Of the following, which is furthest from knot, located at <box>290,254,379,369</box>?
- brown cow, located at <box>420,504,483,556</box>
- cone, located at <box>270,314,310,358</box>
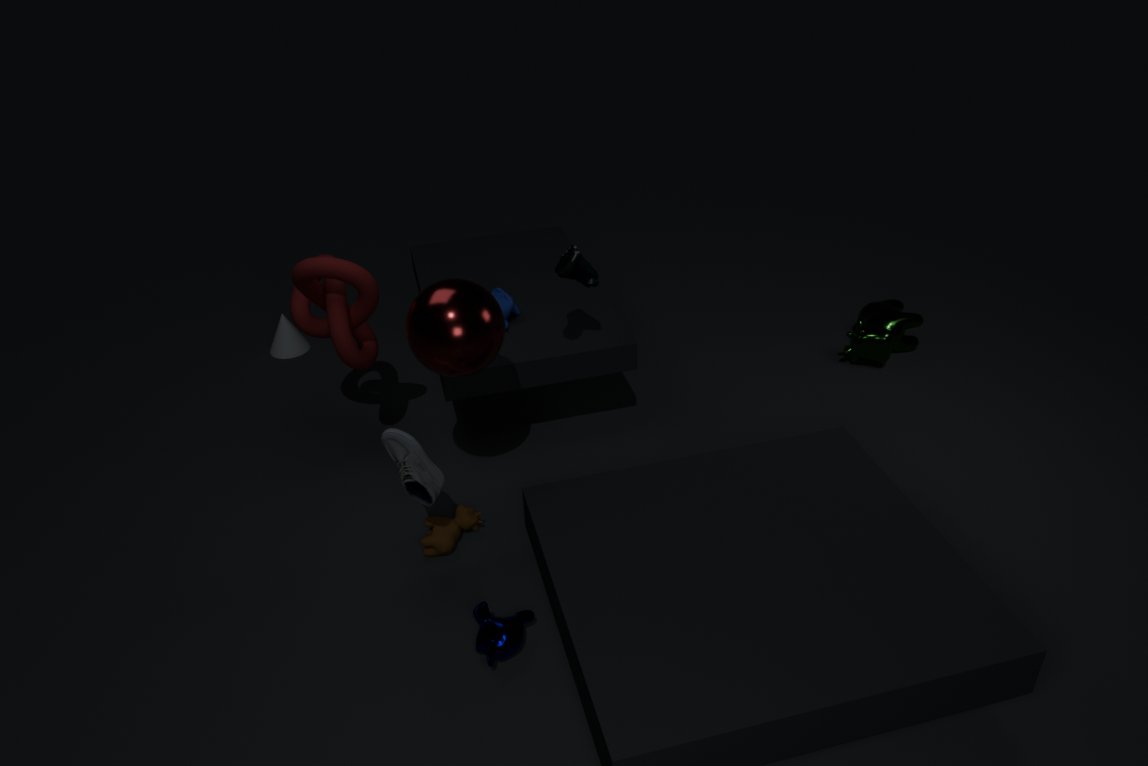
cone, located at <box>270,314,310,358</box>
